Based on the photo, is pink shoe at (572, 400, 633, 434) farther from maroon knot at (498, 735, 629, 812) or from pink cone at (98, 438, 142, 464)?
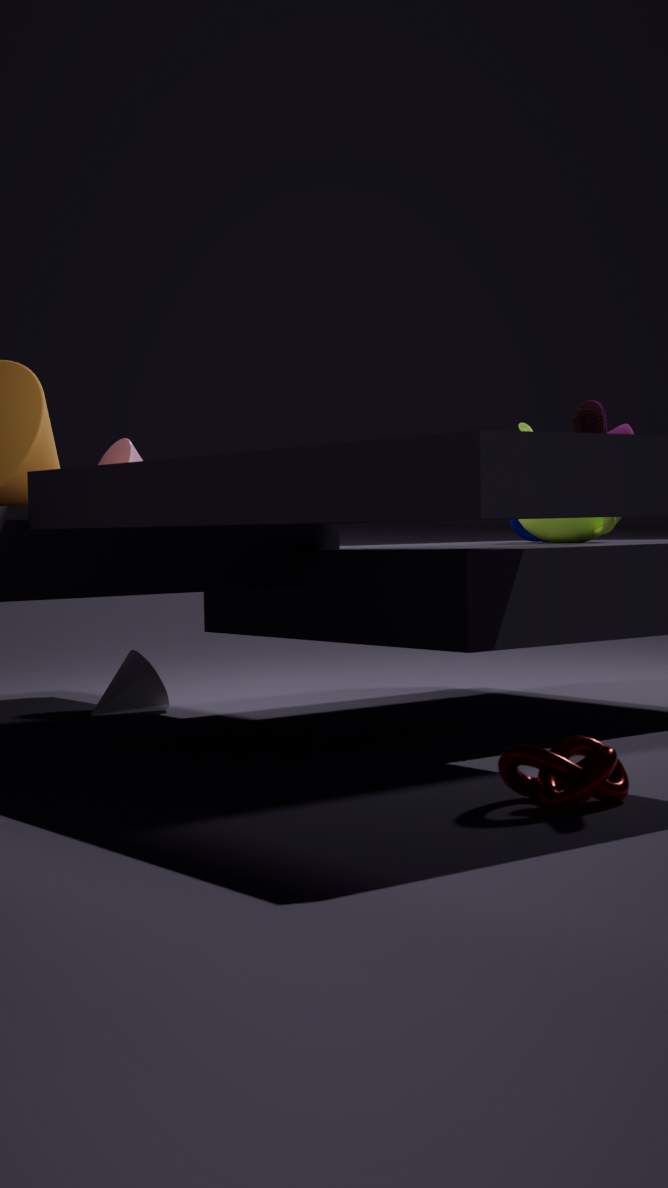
pink cone at (98, 438, 142, 464)
